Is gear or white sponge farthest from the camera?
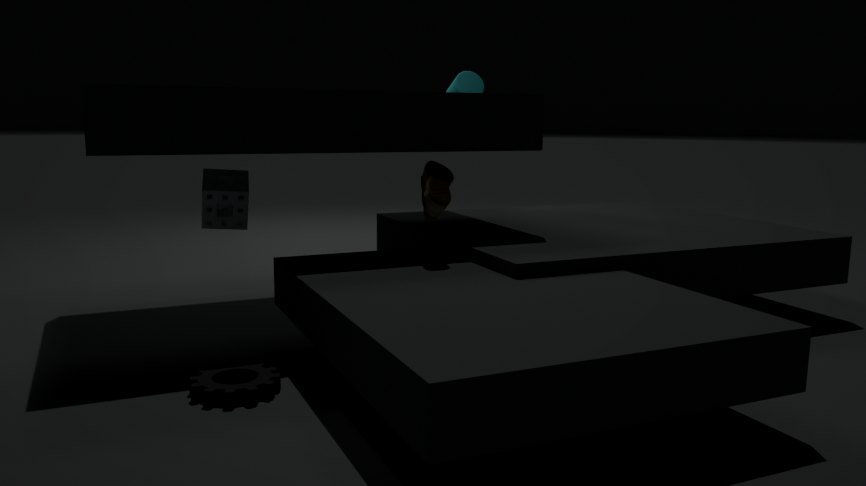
white sponge
